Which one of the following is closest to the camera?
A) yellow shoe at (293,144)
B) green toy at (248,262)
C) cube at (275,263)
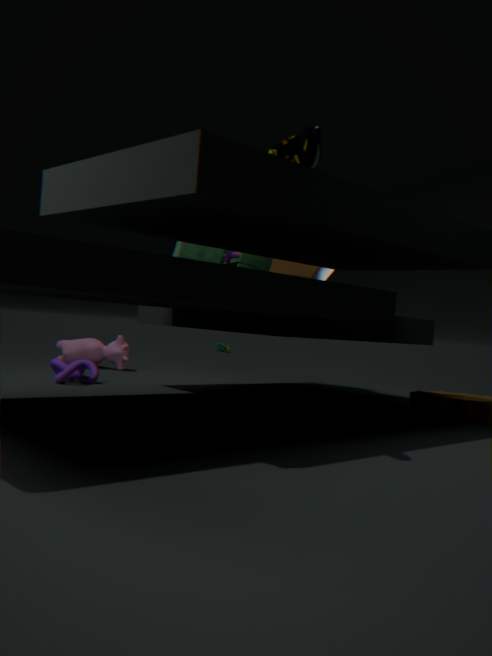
yellow shoe at (293,144)
